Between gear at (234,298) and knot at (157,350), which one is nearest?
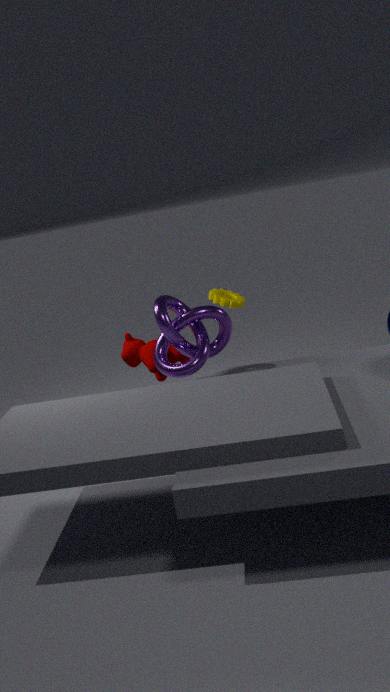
knot at (157,350)
